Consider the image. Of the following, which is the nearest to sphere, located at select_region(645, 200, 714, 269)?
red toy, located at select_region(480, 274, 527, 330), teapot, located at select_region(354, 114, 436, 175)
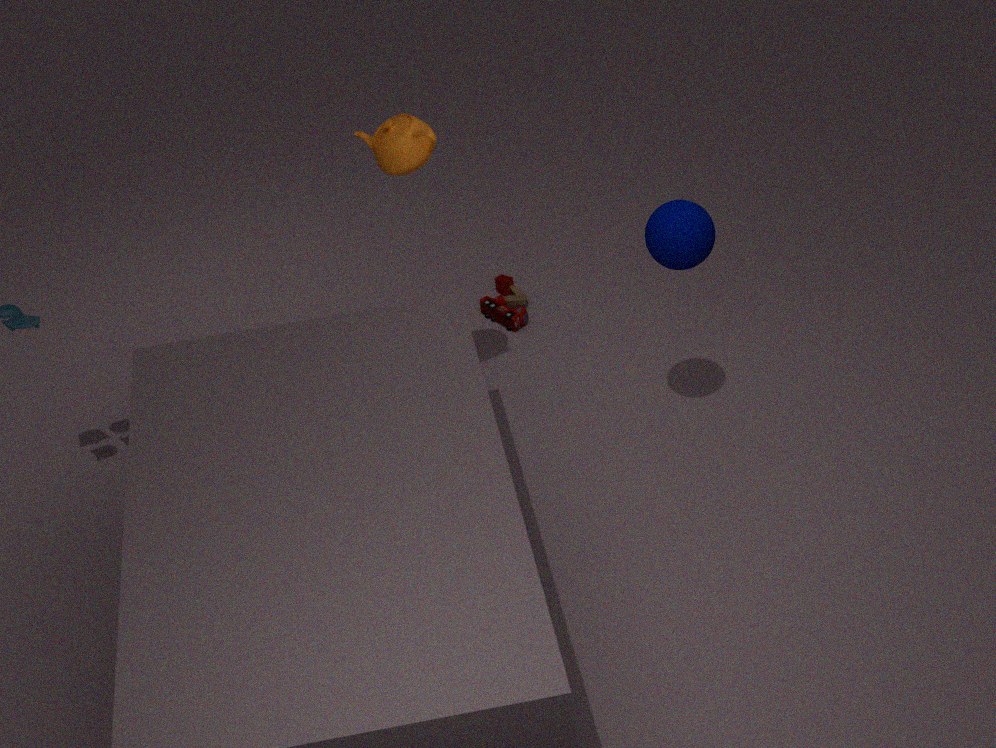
teapot, located at select_region(354, 114, 436, 175)
